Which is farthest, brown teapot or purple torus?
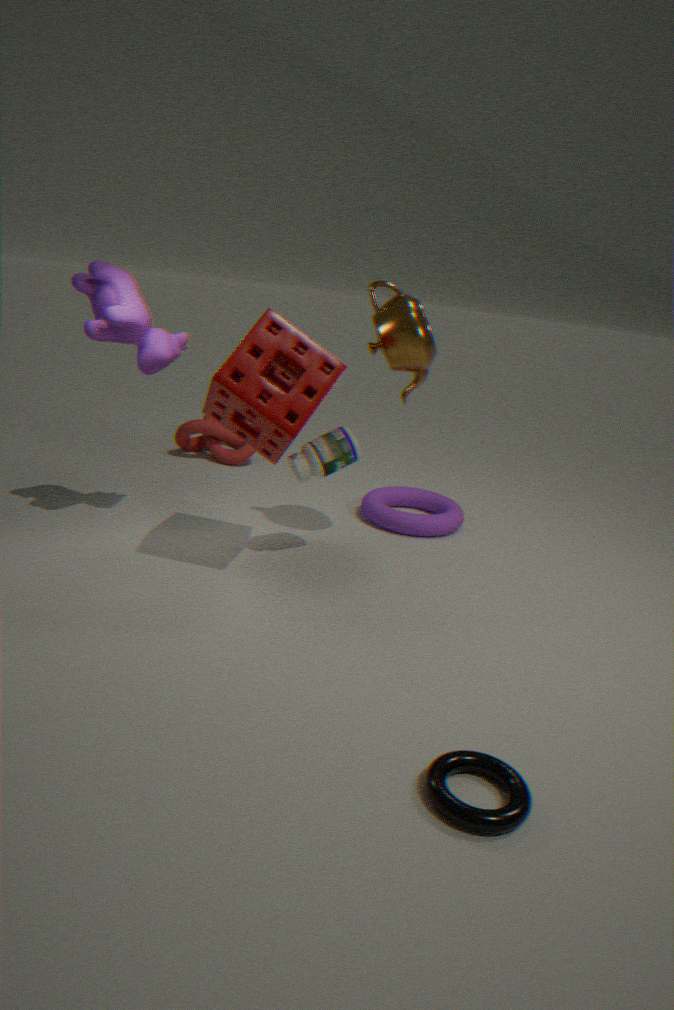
purple torus
